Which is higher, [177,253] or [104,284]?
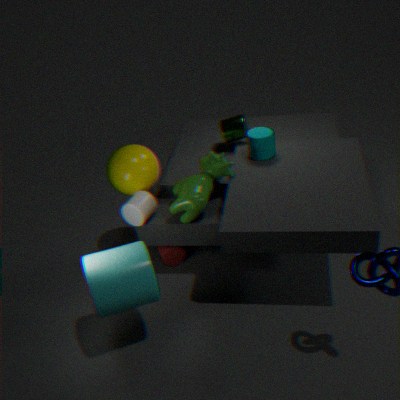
[104,284]
